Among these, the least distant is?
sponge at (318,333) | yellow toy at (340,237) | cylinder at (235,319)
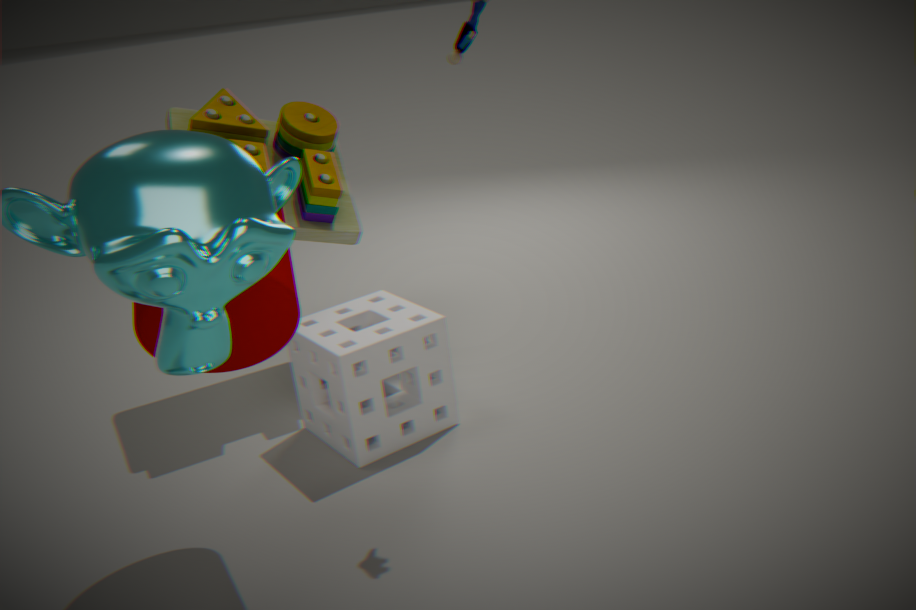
cylinder at (235,319)
